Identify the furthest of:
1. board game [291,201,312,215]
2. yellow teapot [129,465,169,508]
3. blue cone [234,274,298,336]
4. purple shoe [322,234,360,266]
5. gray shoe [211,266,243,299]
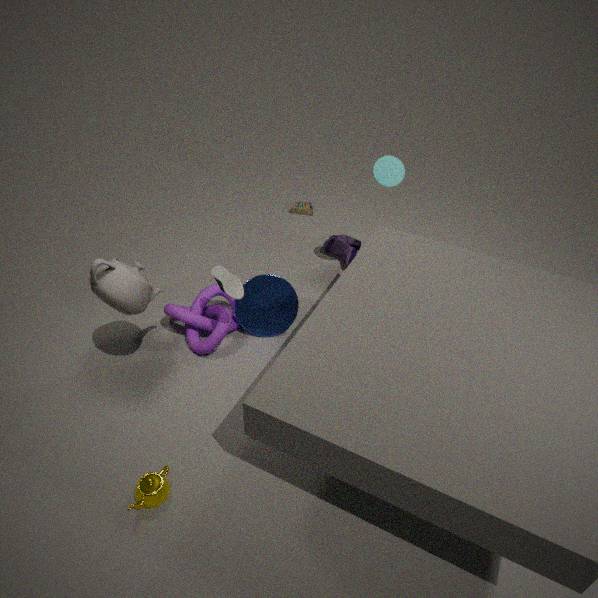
board game [291,201,312,215]
